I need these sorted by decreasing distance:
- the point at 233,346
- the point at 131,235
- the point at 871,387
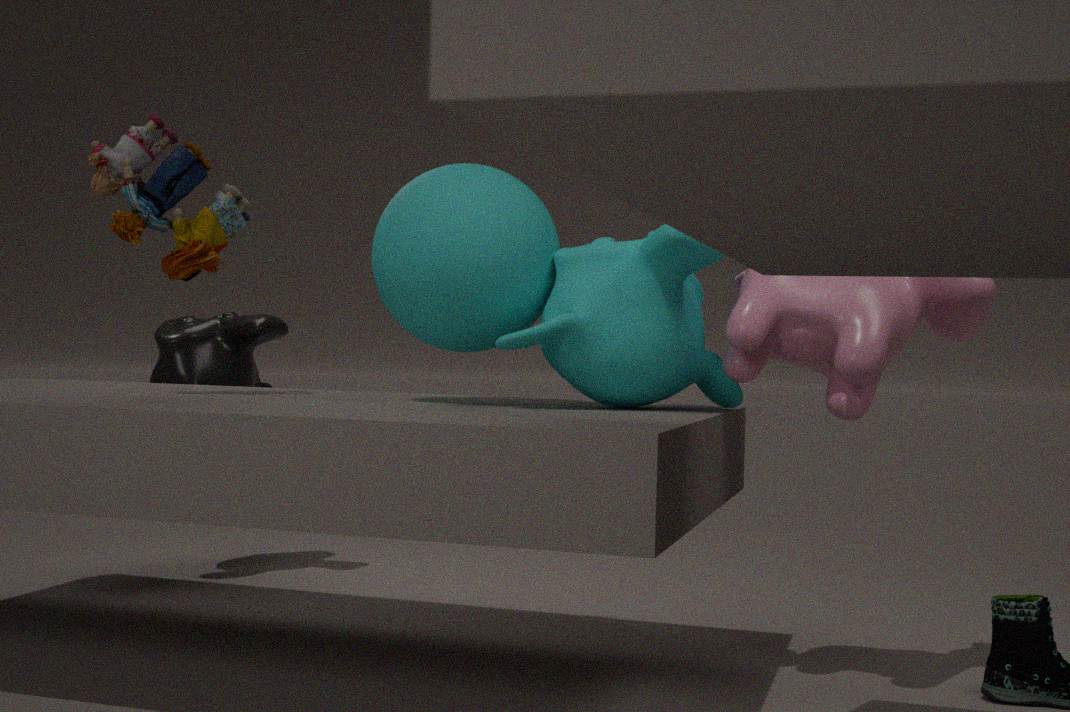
the point at 233,346 → the point at 131,235 → the point at 871,387
